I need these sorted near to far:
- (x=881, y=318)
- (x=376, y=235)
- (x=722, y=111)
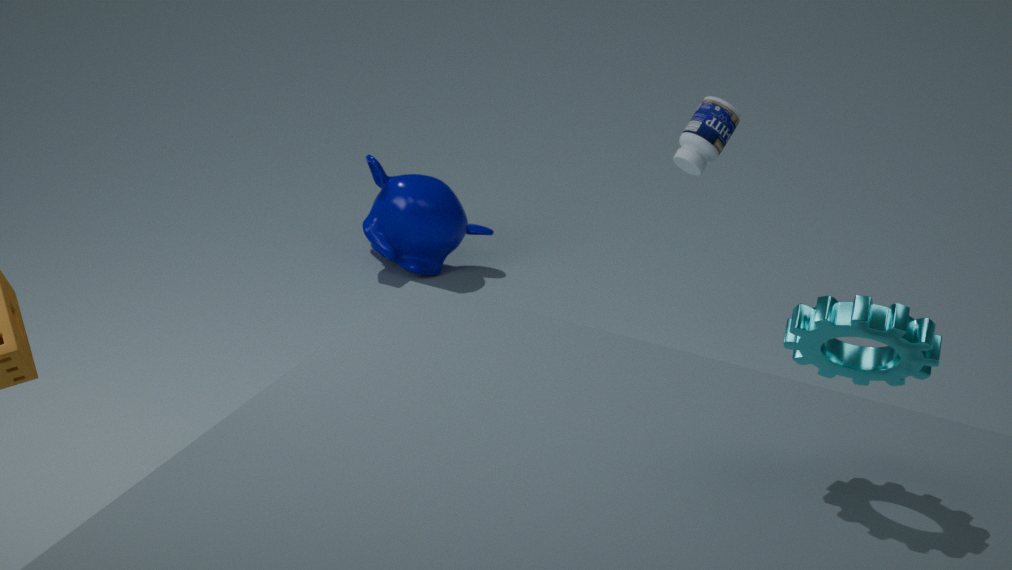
(x=881, y=318) < (x=722, y=111) < (x=376, y=235)
